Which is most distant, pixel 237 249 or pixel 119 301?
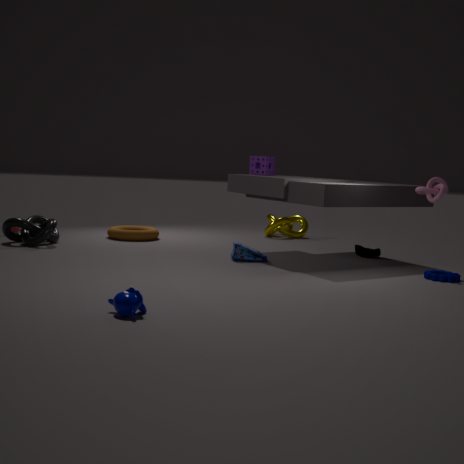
pixel 237 249
